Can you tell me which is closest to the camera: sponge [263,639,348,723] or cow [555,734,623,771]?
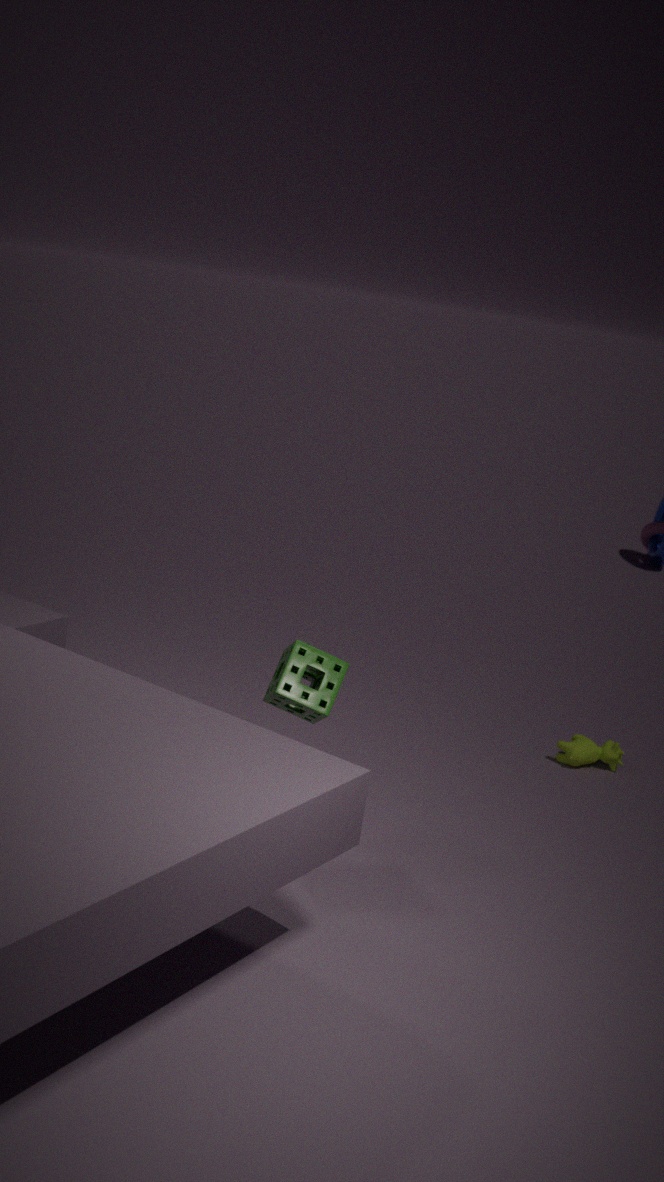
sponge [263,639,348,723]
